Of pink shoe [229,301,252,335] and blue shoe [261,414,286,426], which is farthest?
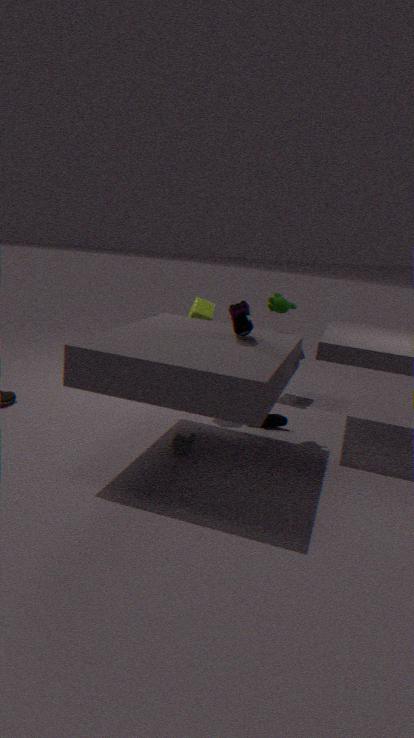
blue shoe [261,414,286,426]
